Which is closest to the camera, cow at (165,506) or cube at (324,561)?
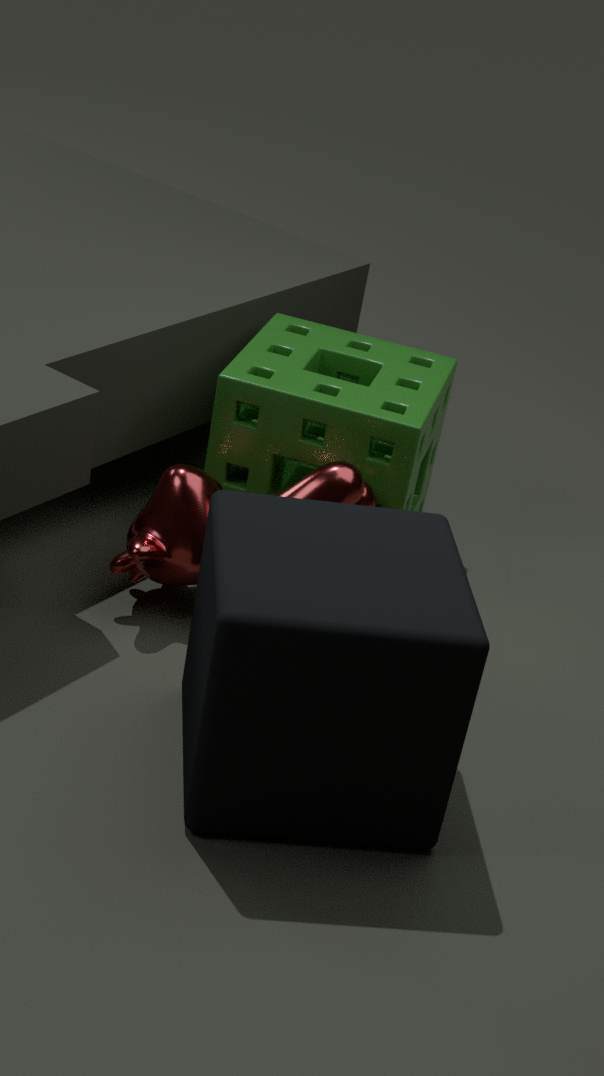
cube at (324,561)
